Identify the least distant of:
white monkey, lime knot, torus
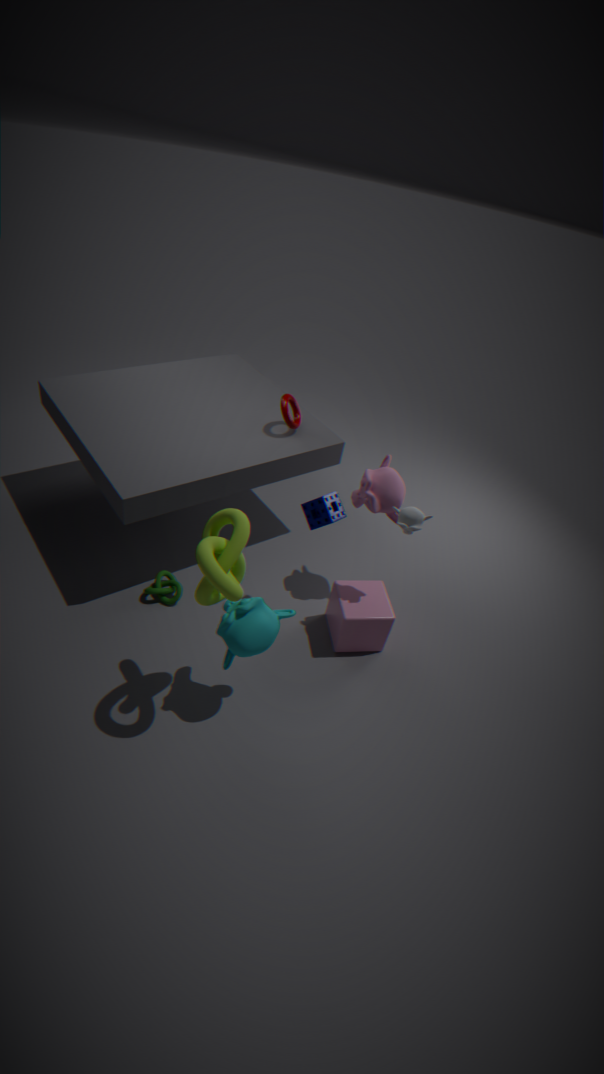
lime knot
